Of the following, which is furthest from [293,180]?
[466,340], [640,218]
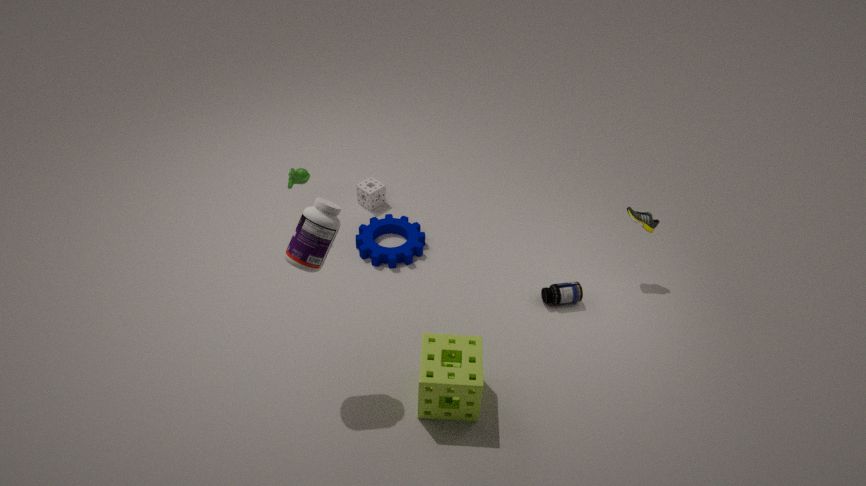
[640,218]
